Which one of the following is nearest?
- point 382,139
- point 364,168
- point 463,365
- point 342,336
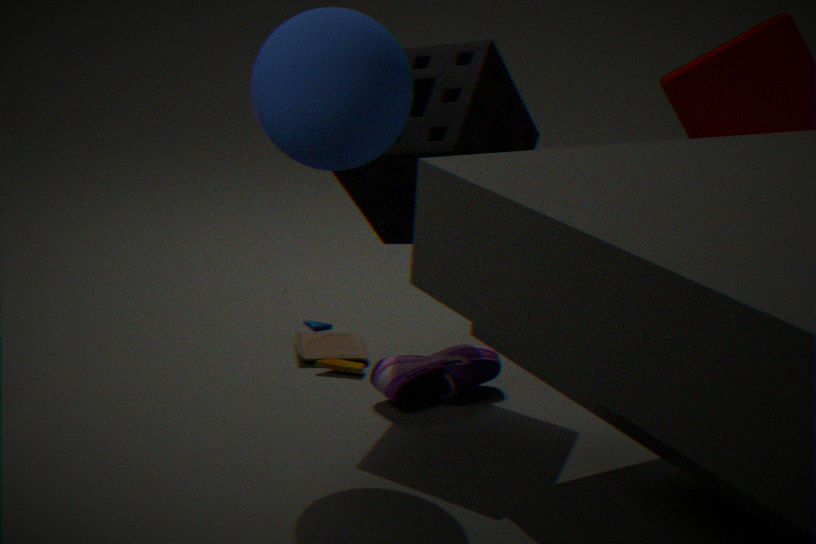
point 382,139
